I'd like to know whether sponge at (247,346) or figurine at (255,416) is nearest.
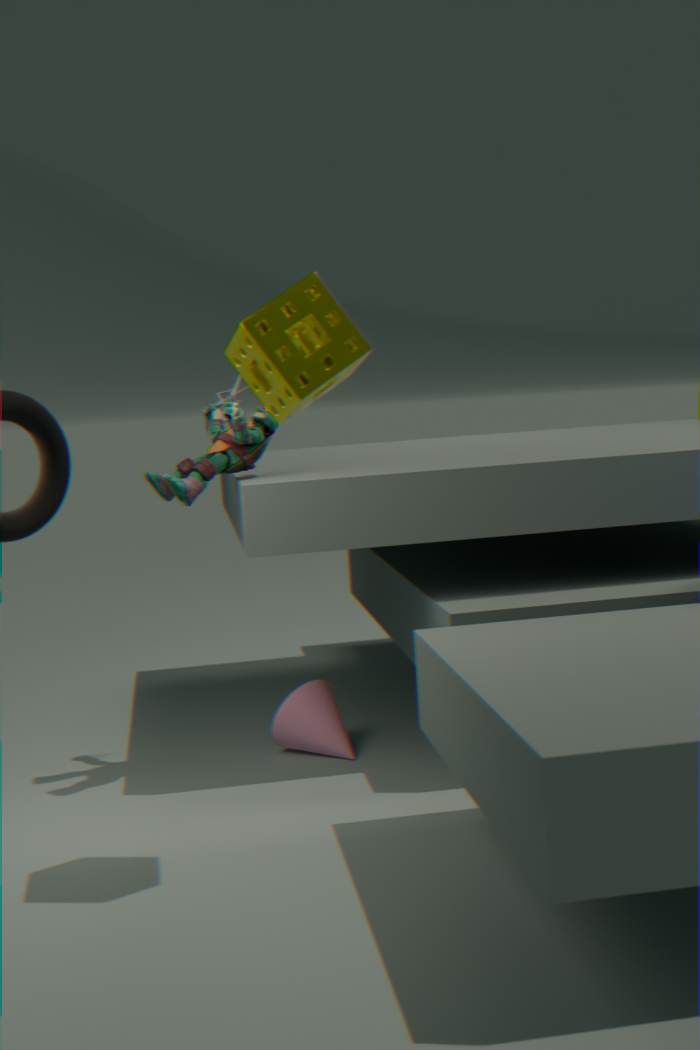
sponge at (247,346)
